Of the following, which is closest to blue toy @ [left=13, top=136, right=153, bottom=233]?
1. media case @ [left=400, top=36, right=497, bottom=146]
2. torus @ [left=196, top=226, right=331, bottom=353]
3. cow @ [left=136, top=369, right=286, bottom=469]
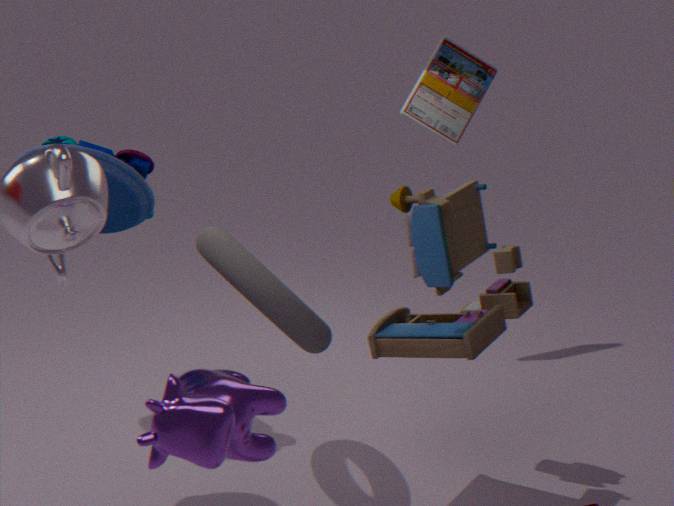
torus @ [left=196, top=226, right=331, bottom=353]
